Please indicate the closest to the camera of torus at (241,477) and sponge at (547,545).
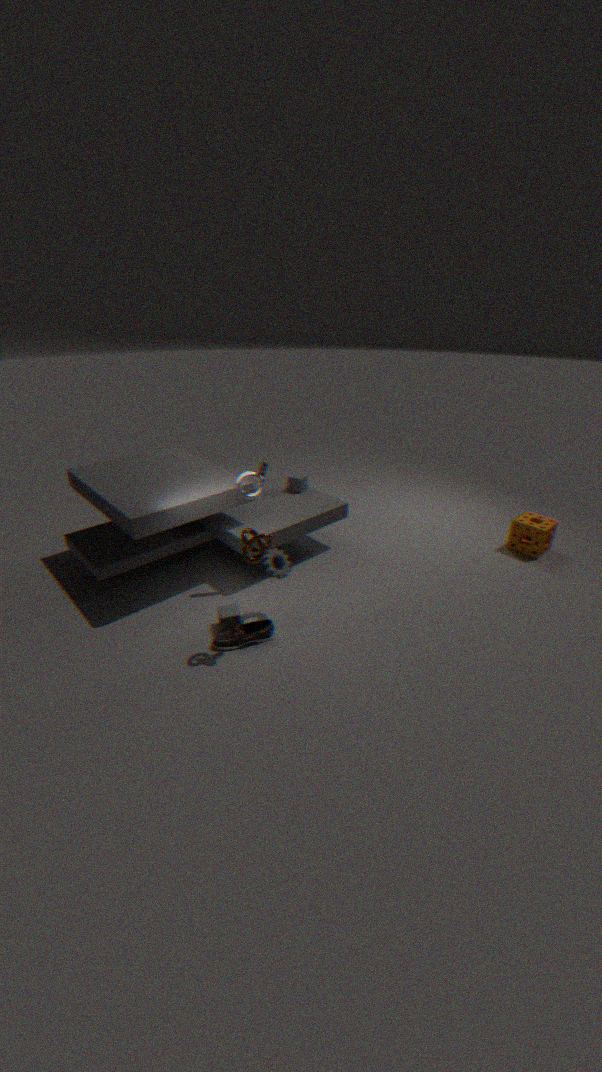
torus at (241,477)
